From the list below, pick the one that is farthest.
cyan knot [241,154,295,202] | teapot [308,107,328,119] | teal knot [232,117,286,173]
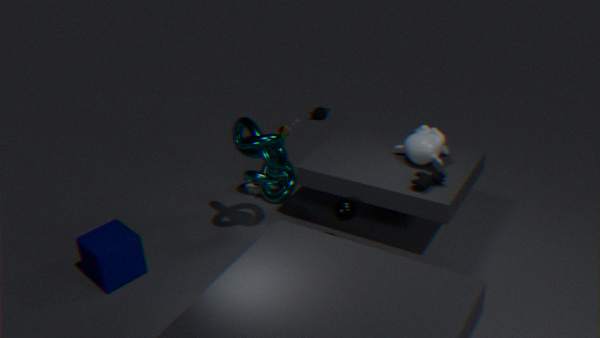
teapot [308,107,328,119]
